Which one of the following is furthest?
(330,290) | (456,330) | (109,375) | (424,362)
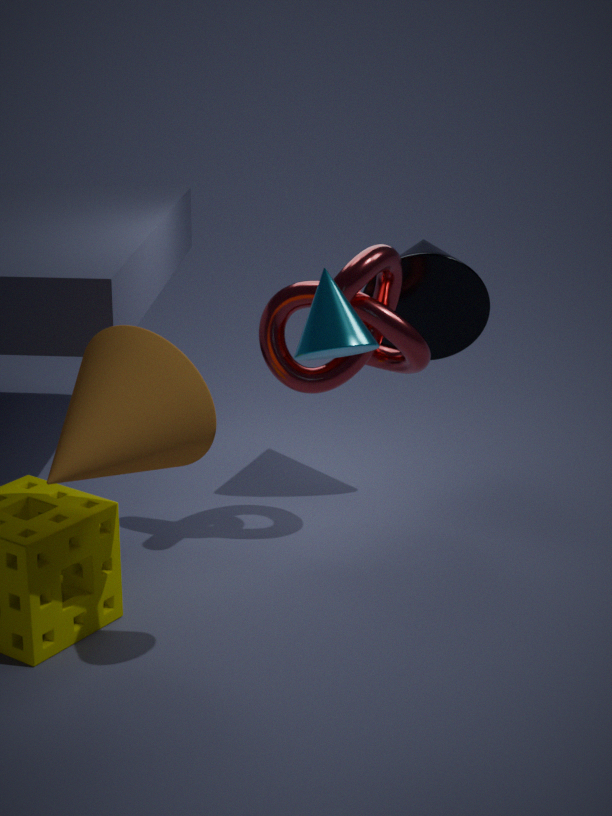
(456,330)
